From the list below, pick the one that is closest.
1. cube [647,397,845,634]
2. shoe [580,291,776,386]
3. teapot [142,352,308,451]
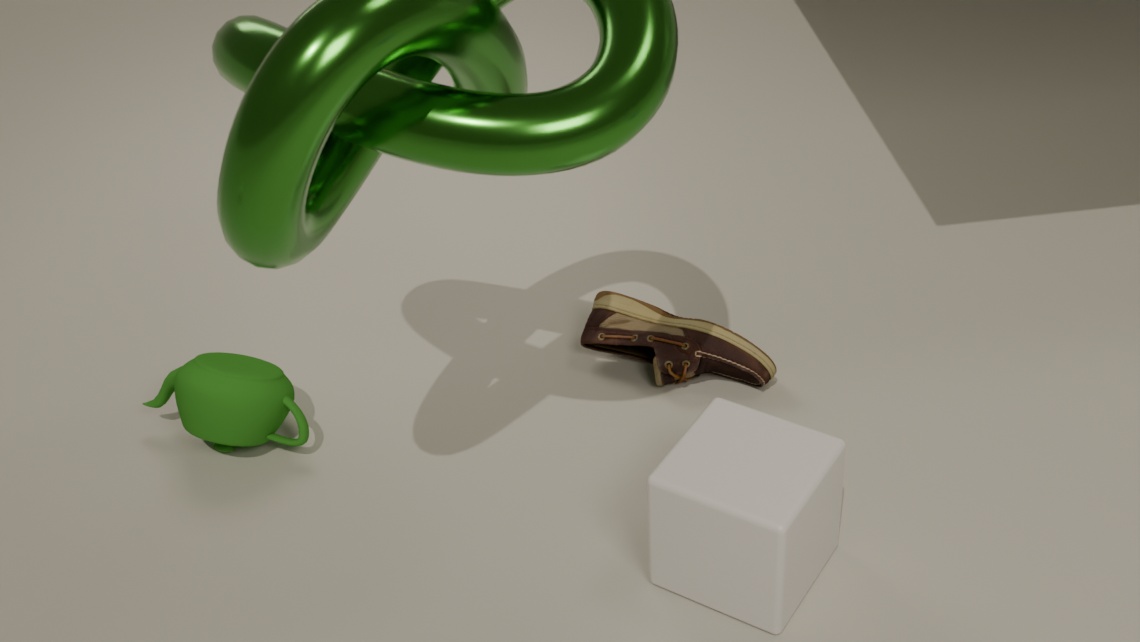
cube [647,397,845,634]
